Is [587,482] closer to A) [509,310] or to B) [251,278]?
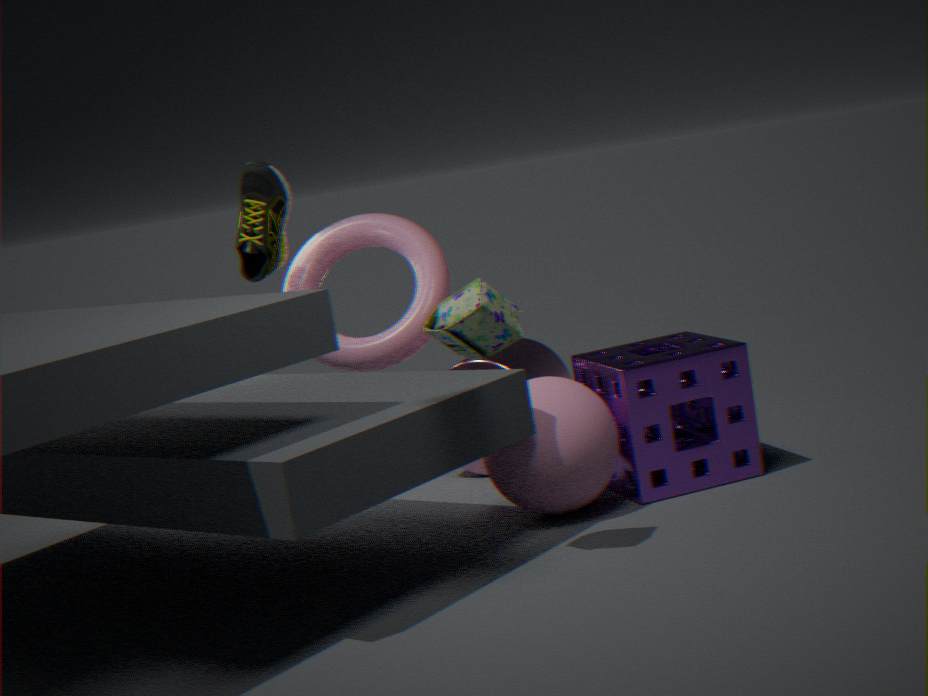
A) [509,310]
